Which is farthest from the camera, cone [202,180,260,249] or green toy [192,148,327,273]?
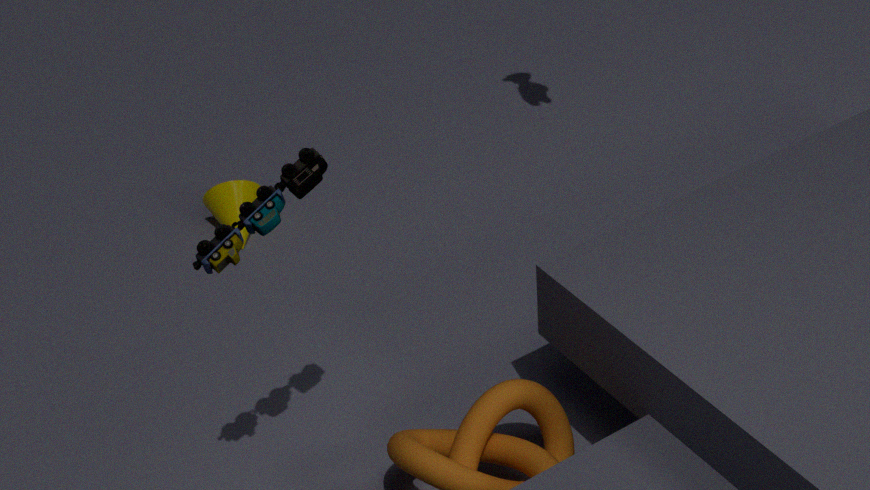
cone [202,180,260,249]
